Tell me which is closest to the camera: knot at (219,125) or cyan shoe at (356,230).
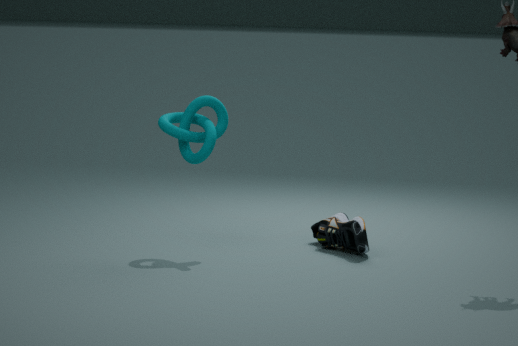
knot at (219,125)
